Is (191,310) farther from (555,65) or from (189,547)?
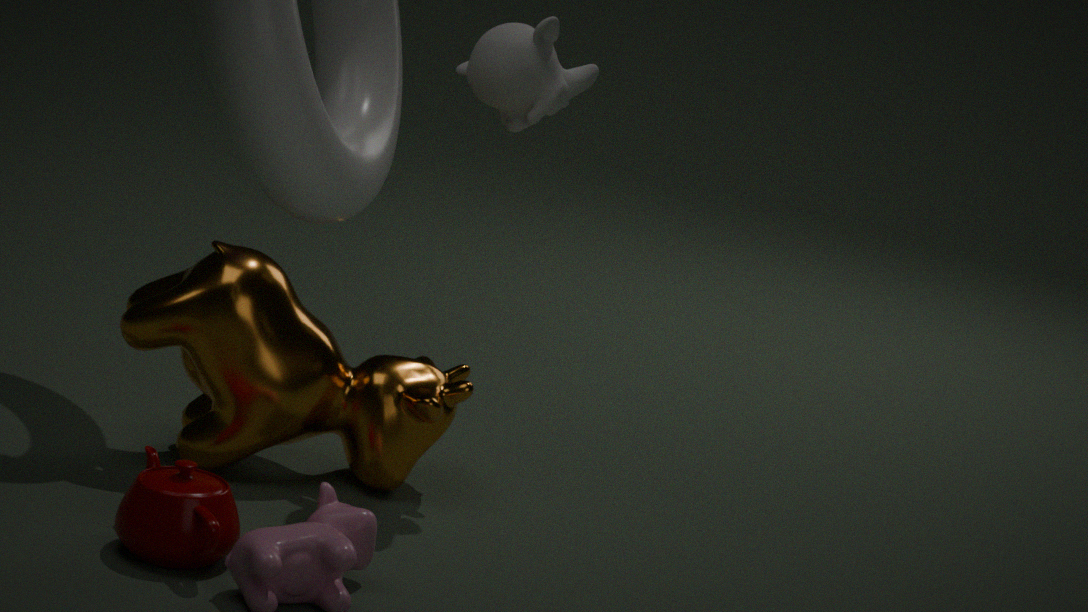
(555,65)
